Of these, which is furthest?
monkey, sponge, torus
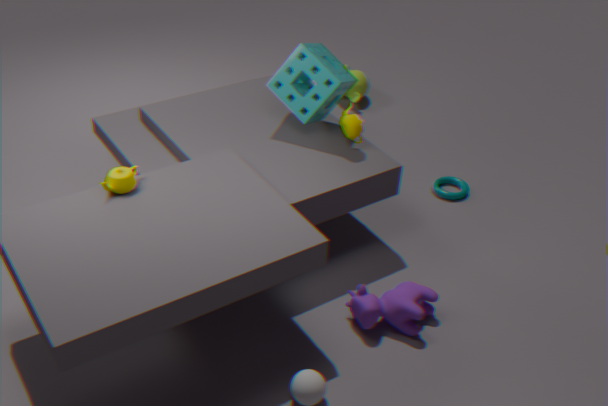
monkey
